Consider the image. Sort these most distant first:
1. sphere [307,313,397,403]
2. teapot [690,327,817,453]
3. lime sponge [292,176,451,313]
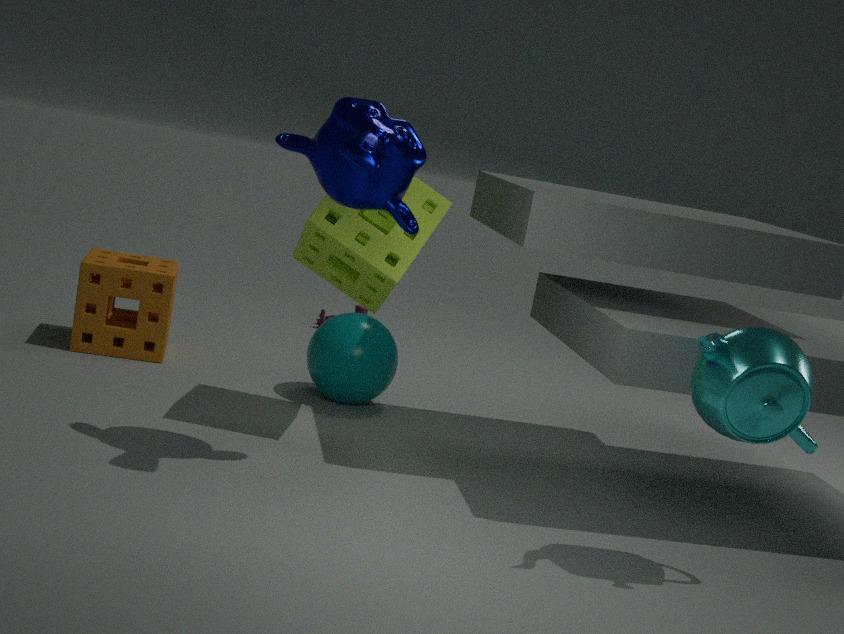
sphere [307,313,397,403] < lime sponge [292,176,451,313] < teapot [690,327,817,453]
